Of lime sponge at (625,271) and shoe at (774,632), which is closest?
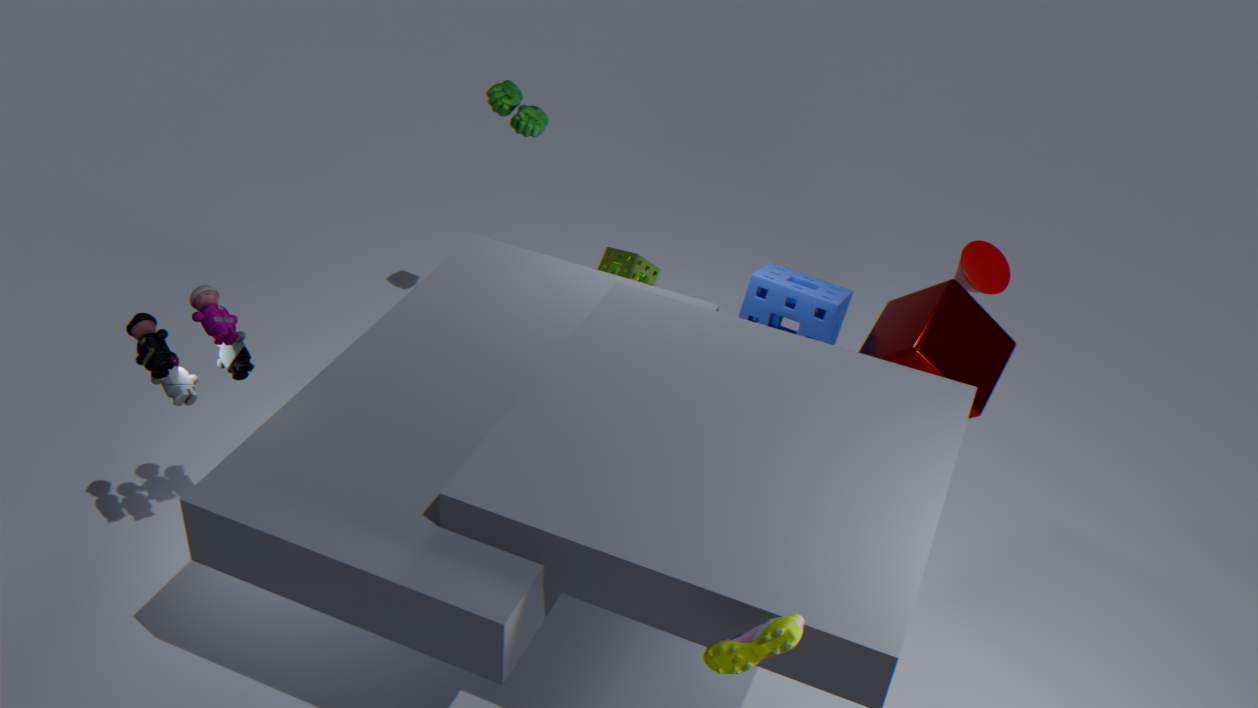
shoe at (774,632)
